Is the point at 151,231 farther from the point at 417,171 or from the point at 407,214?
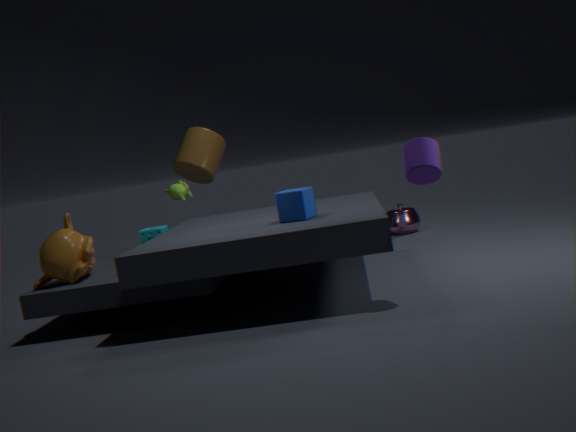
the point at 417,171
